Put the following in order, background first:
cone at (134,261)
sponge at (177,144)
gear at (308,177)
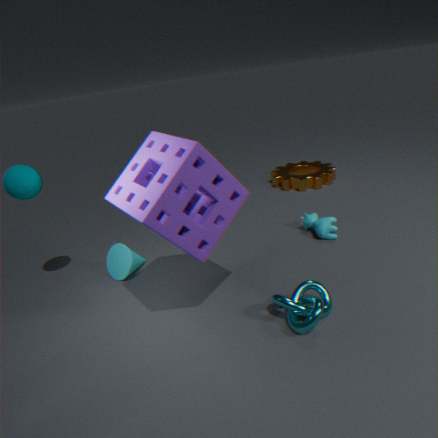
1. gear at (308,177)
2. cone at (134,261)
3. sponge at (177,144)
